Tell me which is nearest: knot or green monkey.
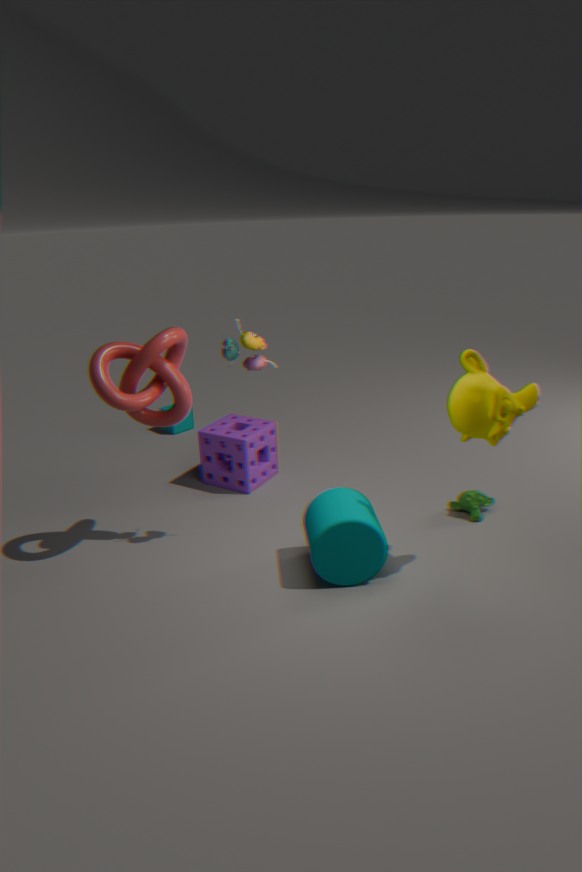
knot
